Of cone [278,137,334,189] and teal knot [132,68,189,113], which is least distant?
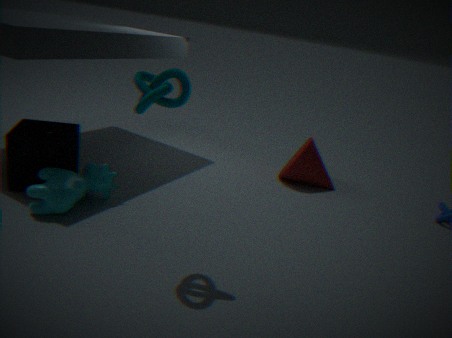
teal knot [132,68,189,113]
